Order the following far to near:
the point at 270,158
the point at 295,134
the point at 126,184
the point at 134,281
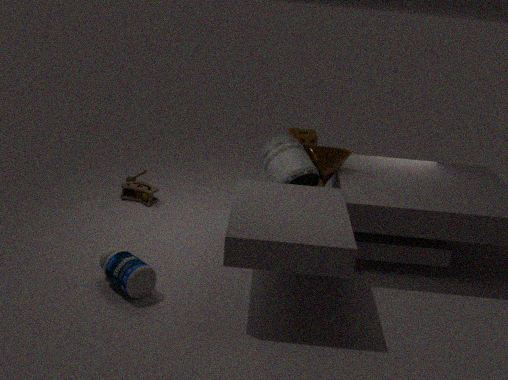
the point at 295,134 < the point at 126,184 < the point at 270,158 < the point at 134,281
